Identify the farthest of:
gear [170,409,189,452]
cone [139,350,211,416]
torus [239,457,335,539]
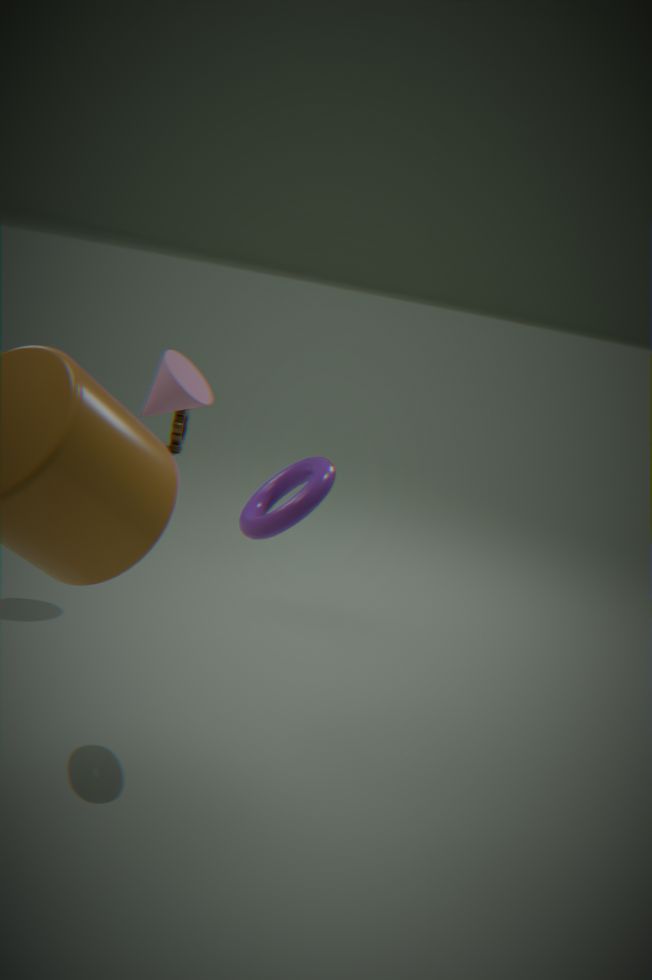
gear [170,409,189,452]
